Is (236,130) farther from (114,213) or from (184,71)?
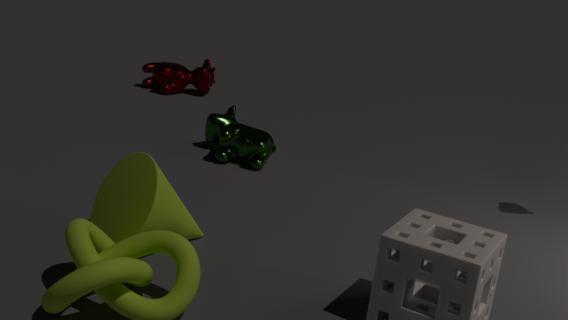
(184,71)
